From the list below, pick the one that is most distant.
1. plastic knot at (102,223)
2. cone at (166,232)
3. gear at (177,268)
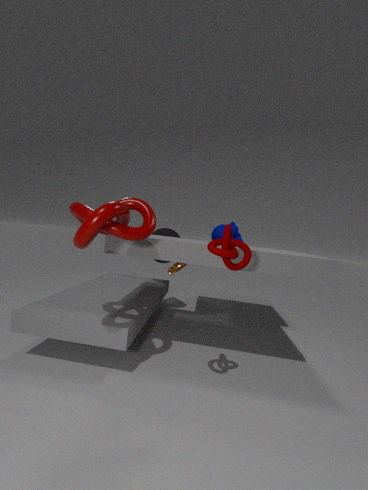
cone at (166,232)
